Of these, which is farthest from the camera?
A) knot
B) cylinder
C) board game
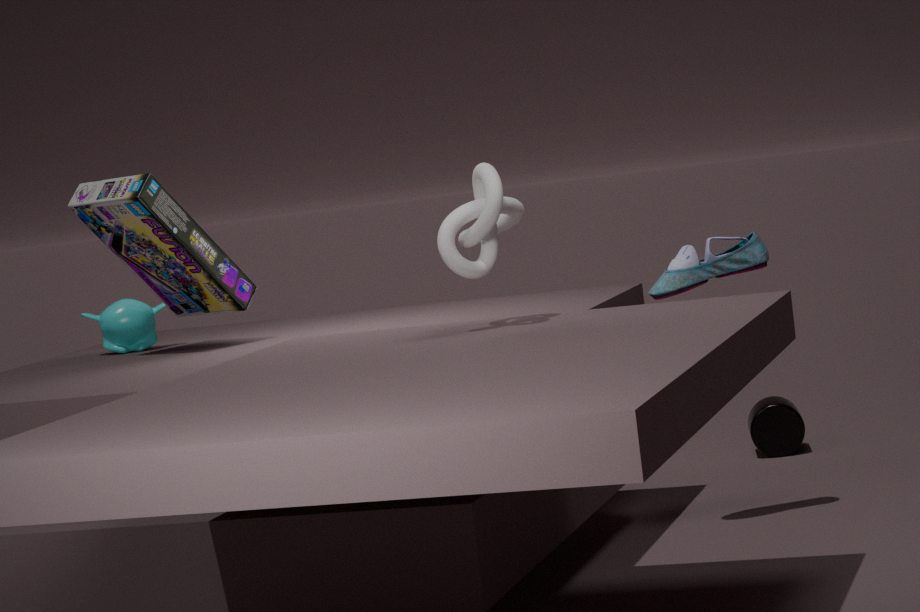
cylinder
